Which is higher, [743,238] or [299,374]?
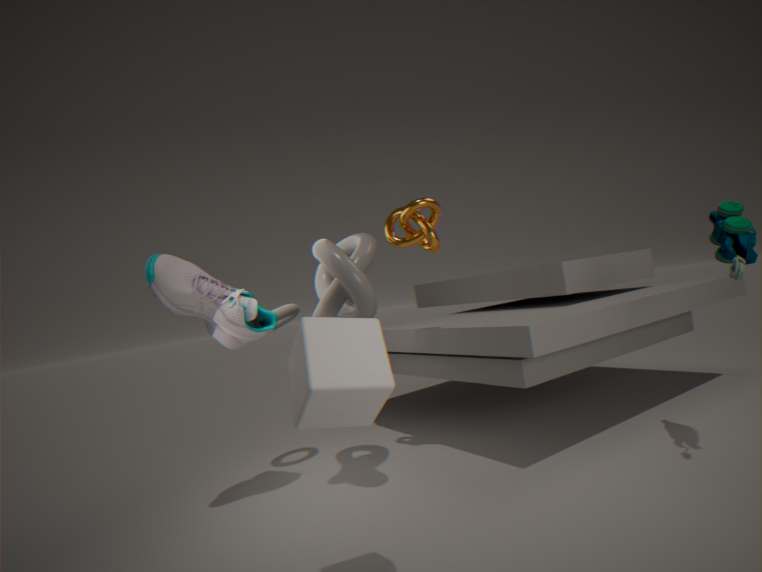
[743,238]
